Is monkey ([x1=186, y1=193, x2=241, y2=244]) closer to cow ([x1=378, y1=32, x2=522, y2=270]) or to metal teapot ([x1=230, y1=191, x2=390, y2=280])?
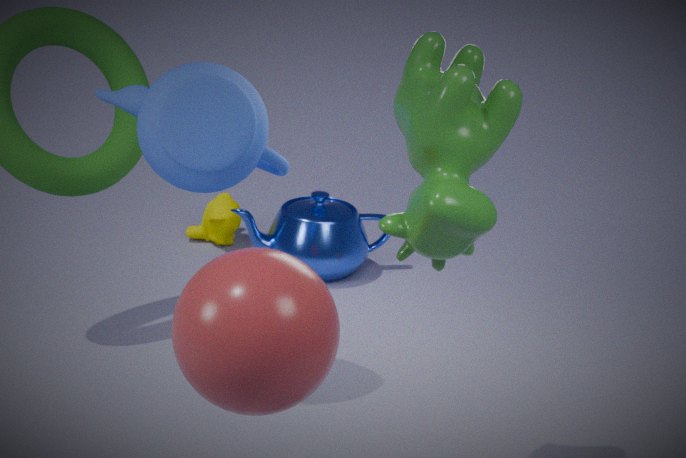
metal teapot ([x1=230, y1=191, x2=390, y2=280])
